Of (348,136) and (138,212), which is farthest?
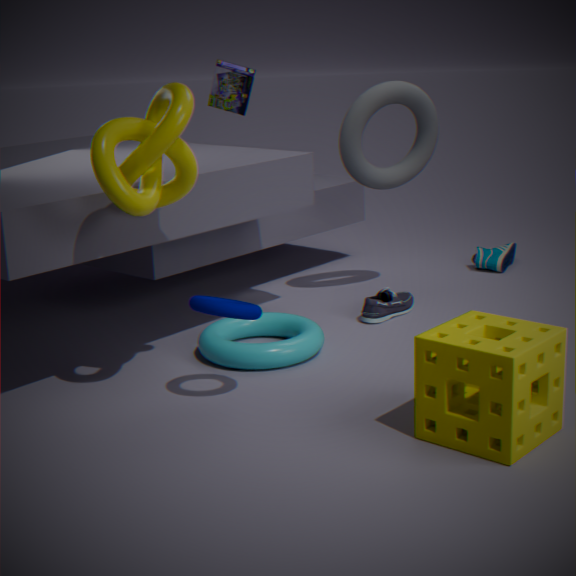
(348,136)
